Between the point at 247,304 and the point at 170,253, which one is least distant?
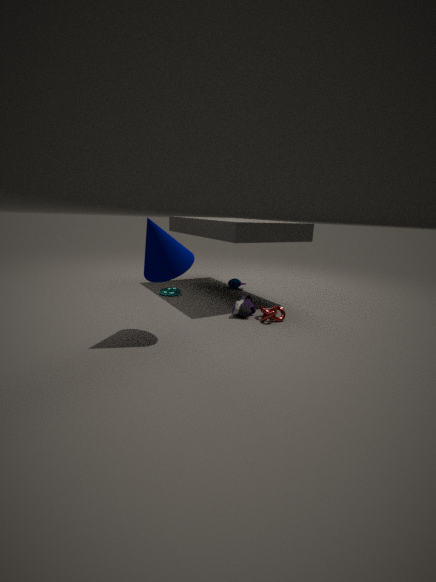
the point at 170,253
